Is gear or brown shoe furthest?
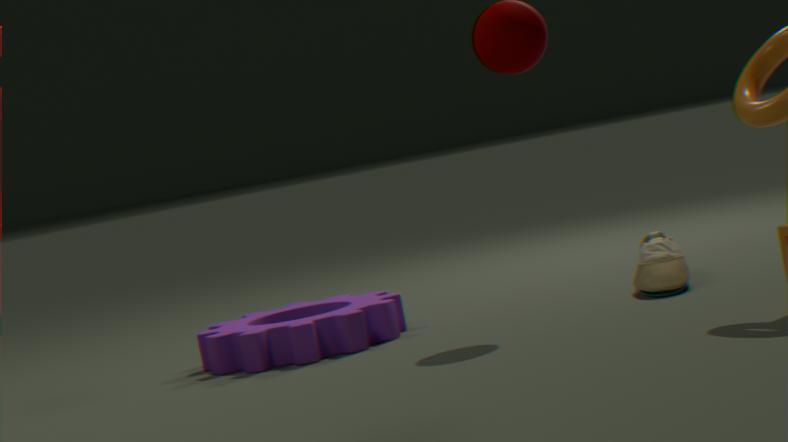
gear
